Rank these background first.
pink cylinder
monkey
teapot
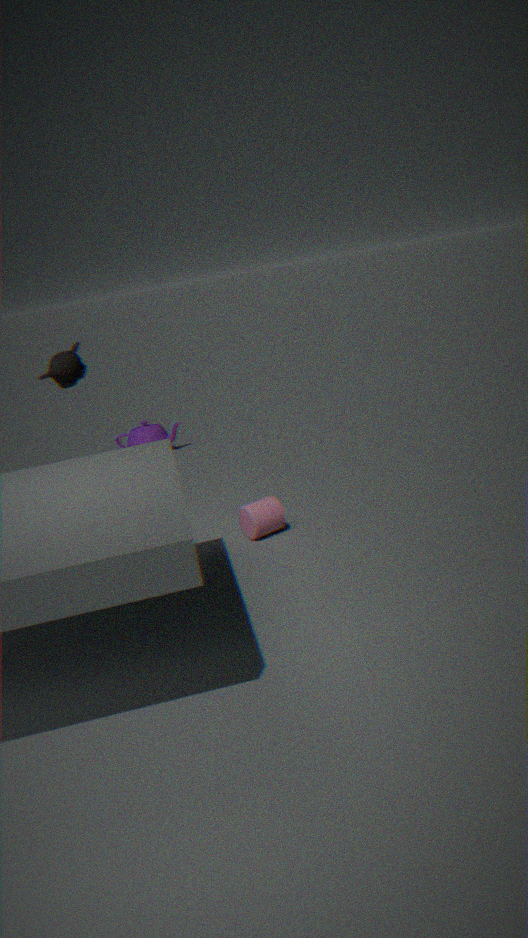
teapot < pink cylinder < monkey
